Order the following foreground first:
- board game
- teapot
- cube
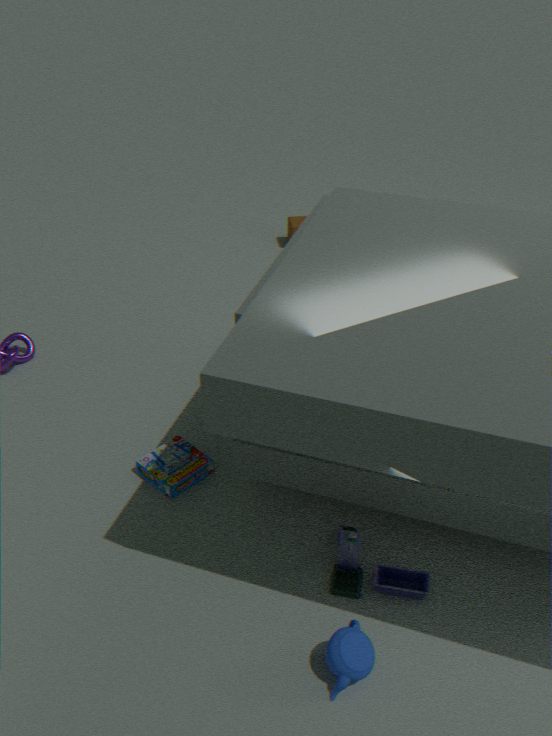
teapot
board game
cube
